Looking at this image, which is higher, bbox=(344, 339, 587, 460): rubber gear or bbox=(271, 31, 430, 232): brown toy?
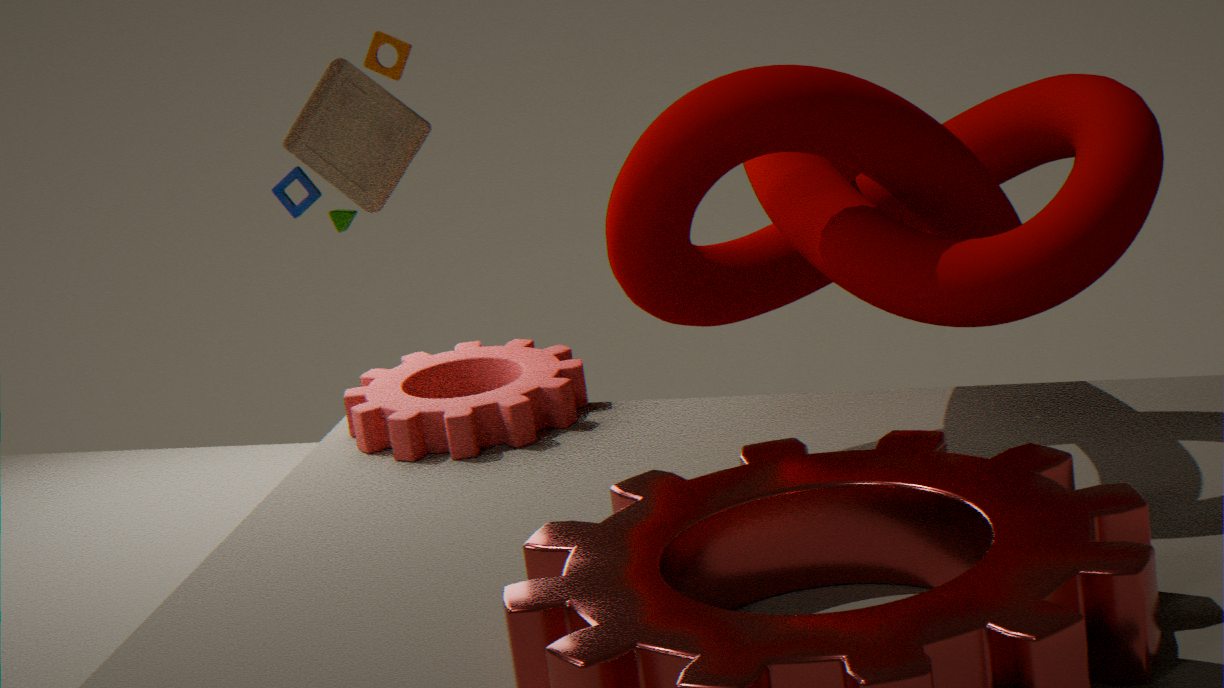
bbox=(271, 31, 430, 232): brown toy
